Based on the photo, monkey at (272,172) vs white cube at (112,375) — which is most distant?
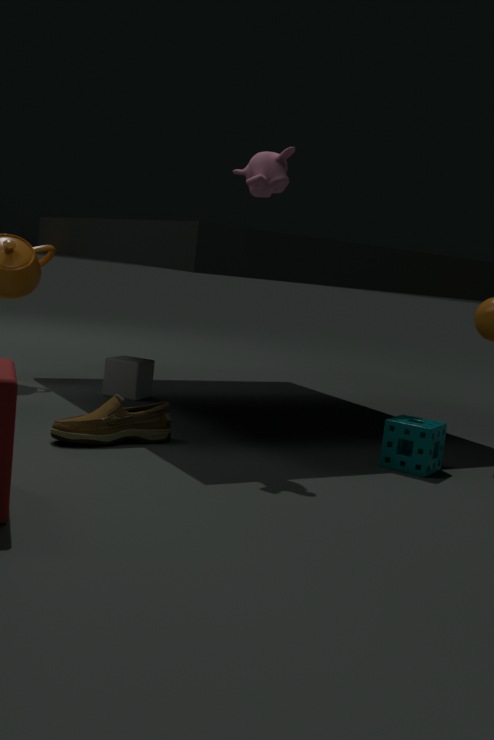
white cube at (112,375)
